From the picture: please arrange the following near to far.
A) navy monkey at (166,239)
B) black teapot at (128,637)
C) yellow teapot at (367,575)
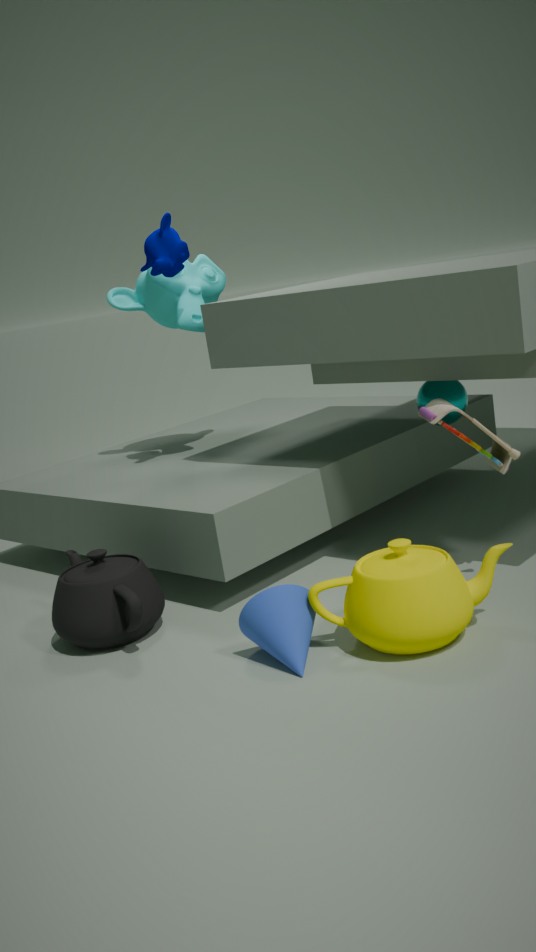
yellow teapot at (367,575) → black teapot at (128,637) → navy monkey at (166,239)
